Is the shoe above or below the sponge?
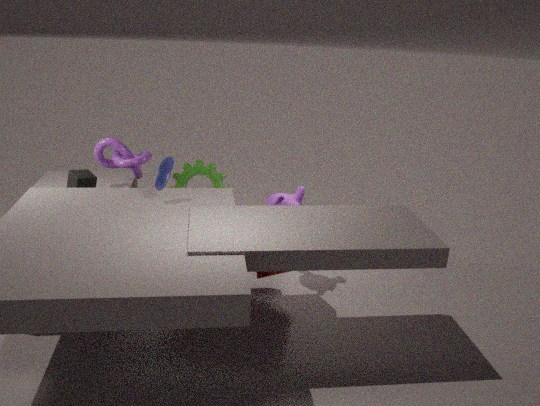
above
